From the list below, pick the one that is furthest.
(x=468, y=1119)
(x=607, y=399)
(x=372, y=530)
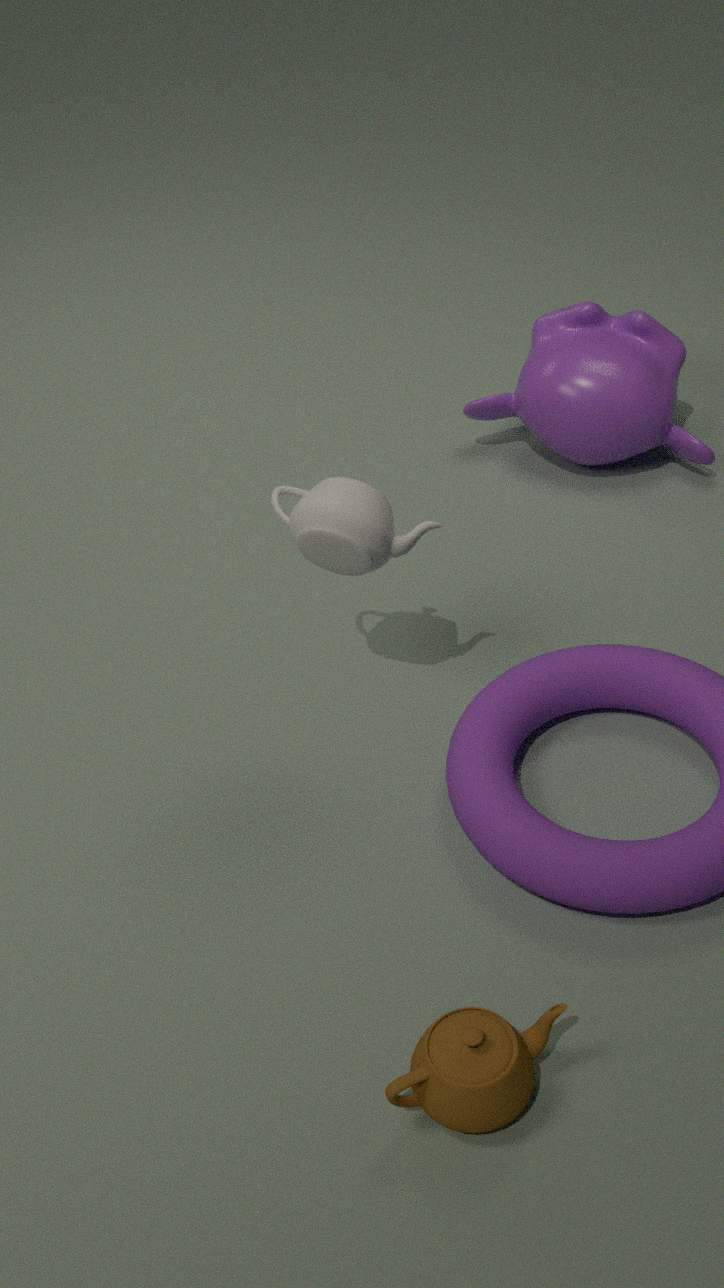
(x=607, y=399)
